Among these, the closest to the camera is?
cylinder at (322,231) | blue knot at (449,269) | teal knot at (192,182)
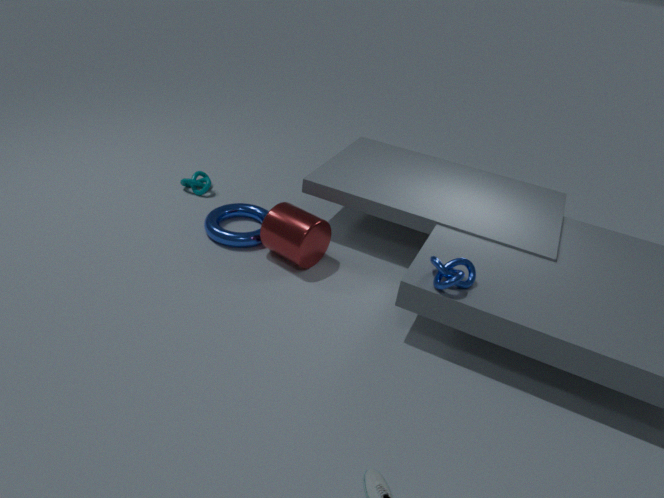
blue knot at (449,269)
